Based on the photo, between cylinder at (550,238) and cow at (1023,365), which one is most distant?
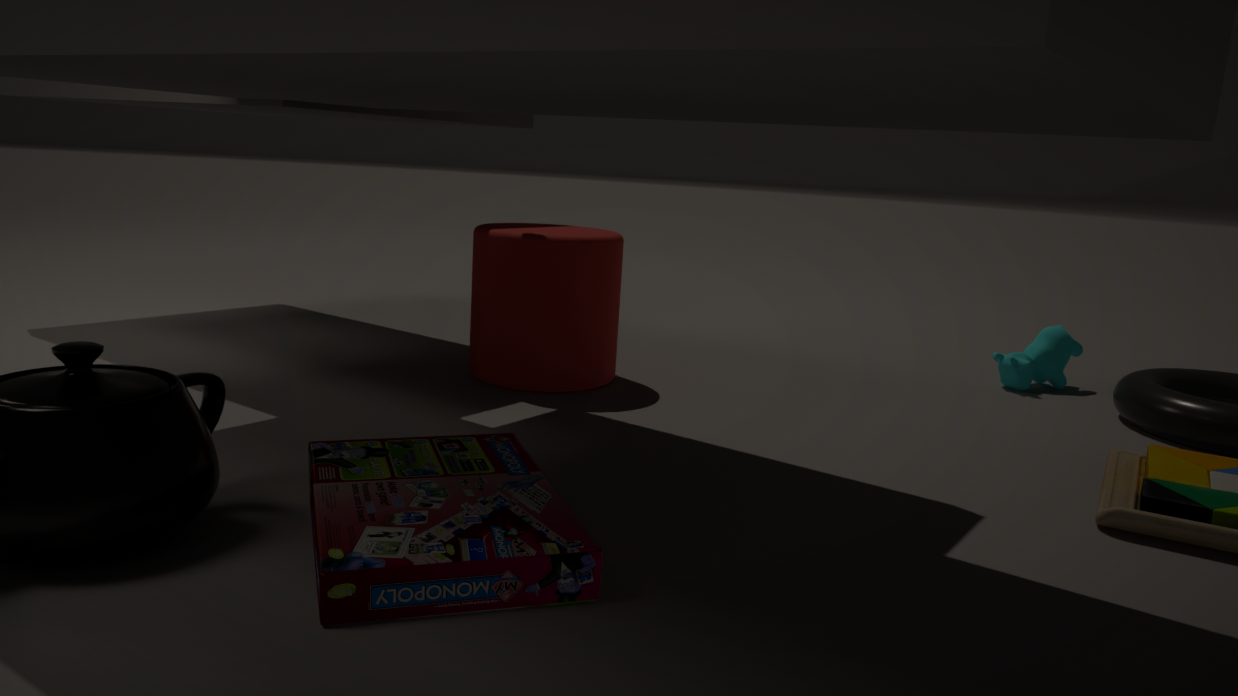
cow at (1023,365)
